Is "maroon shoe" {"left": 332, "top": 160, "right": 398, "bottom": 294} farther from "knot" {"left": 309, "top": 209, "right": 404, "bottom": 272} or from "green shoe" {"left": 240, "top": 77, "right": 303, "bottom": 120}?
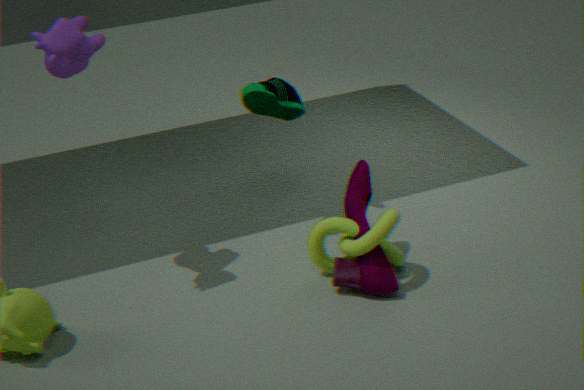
"green shoe" {"left": 240, "top": 77, "right": 303, "bottom": 120}
